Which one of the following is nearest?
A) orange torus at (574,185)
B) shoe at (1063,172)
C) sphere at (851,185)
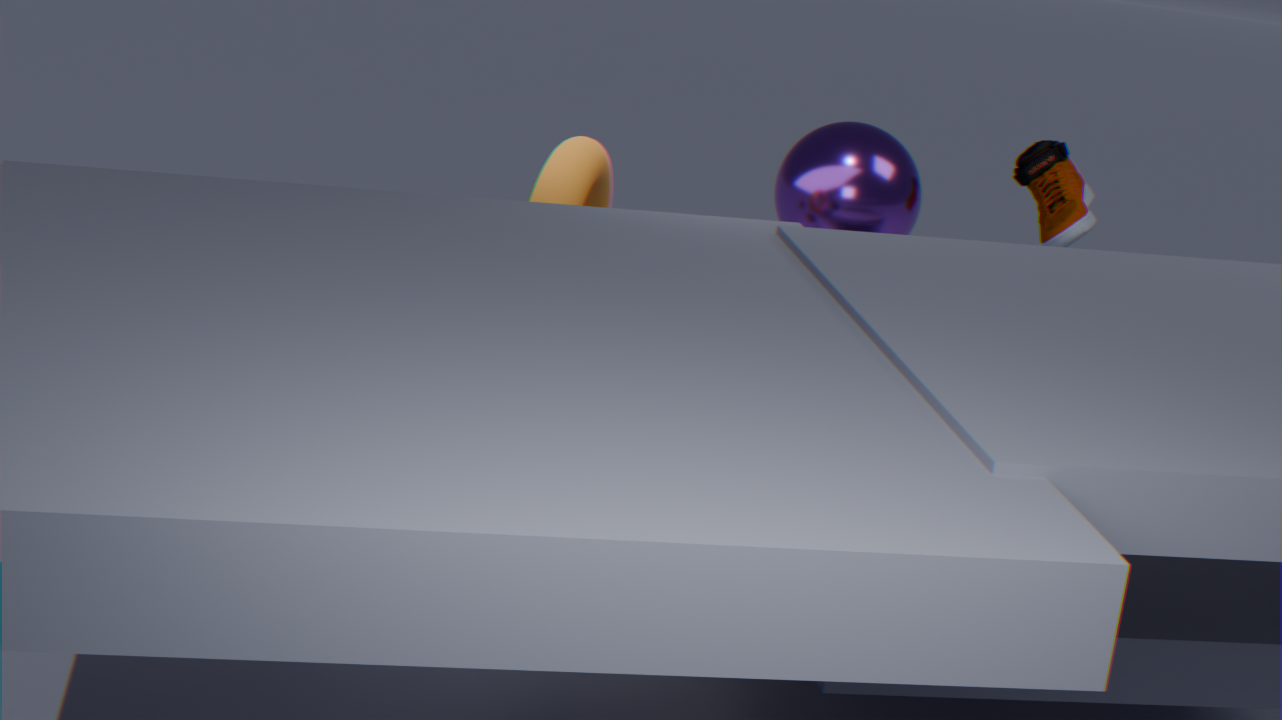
orange torus at (574,185)
